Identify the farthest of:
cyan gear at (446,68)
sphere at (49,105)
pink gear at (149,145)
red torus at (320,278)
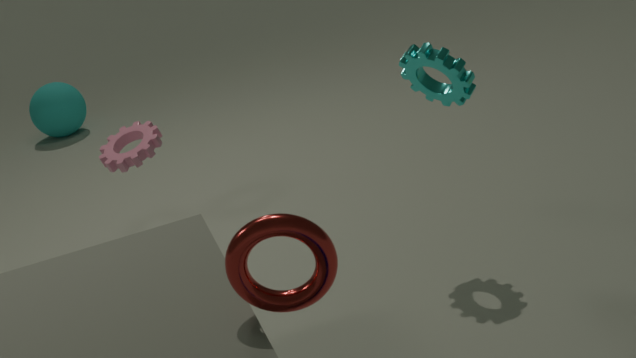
sphere at (49,105)
